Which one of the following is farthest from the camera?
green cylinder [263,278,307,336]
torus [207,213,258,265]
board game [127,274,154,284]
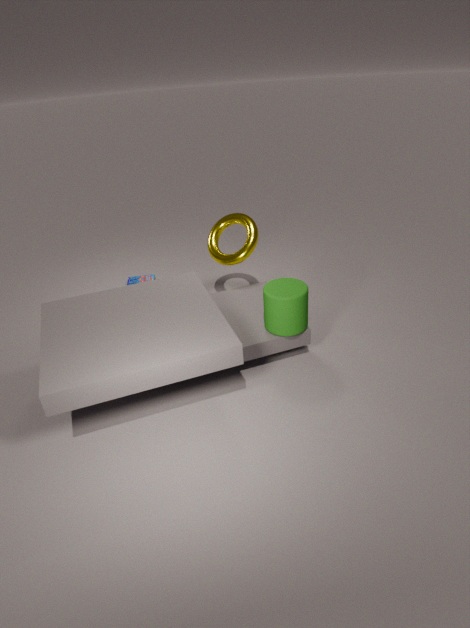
board game [127,274,154,284]
